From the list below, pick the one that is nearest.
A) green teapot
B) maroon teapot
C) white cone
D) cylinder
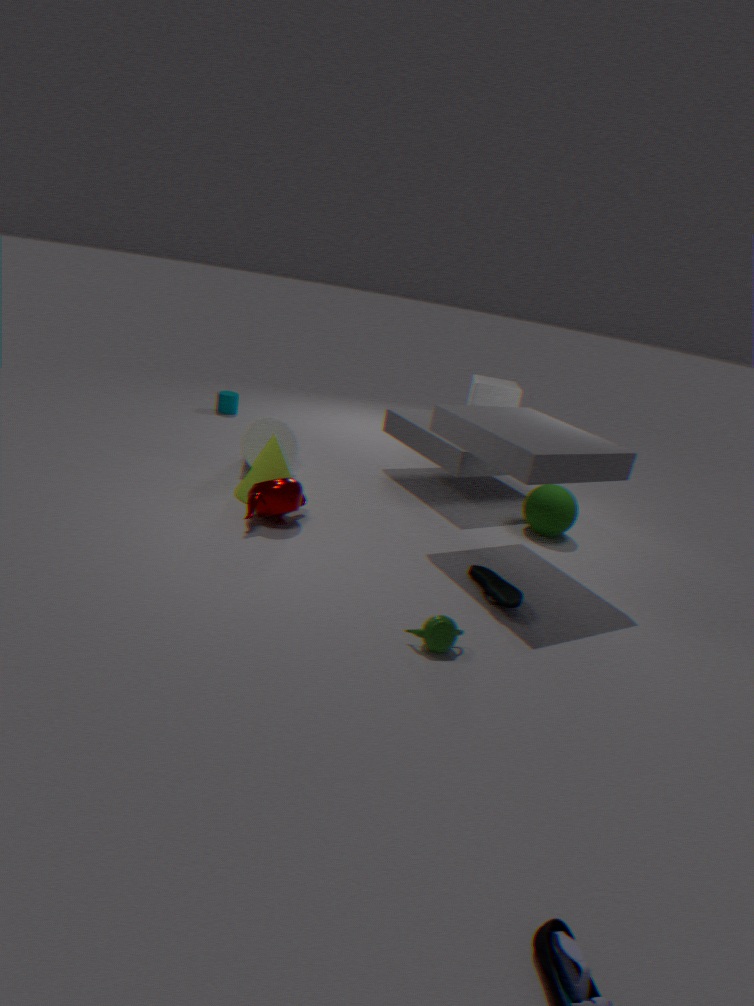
green teapot
